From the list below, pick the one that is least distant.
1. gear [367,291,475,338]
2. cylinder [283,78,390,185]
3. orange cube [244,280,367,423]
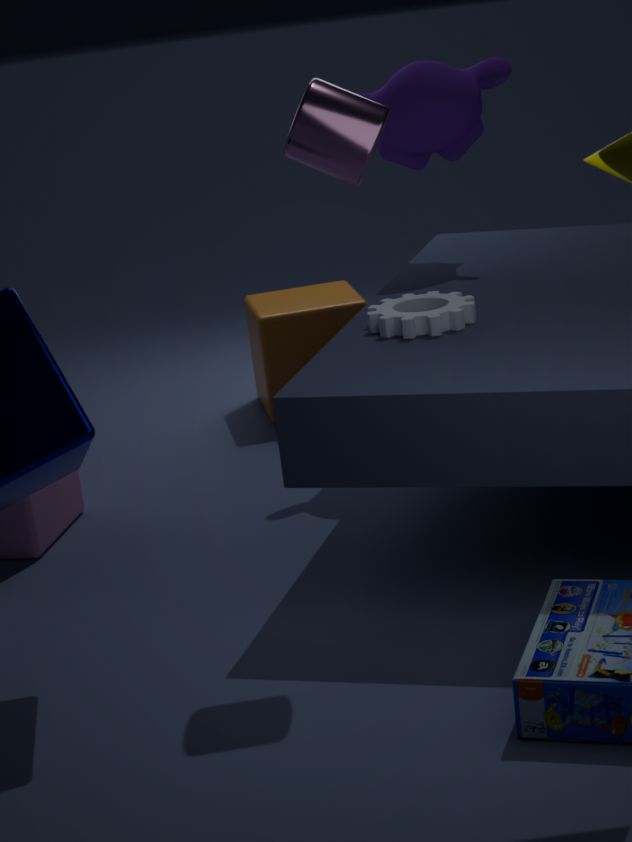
cylinder [283,78,390,185]
